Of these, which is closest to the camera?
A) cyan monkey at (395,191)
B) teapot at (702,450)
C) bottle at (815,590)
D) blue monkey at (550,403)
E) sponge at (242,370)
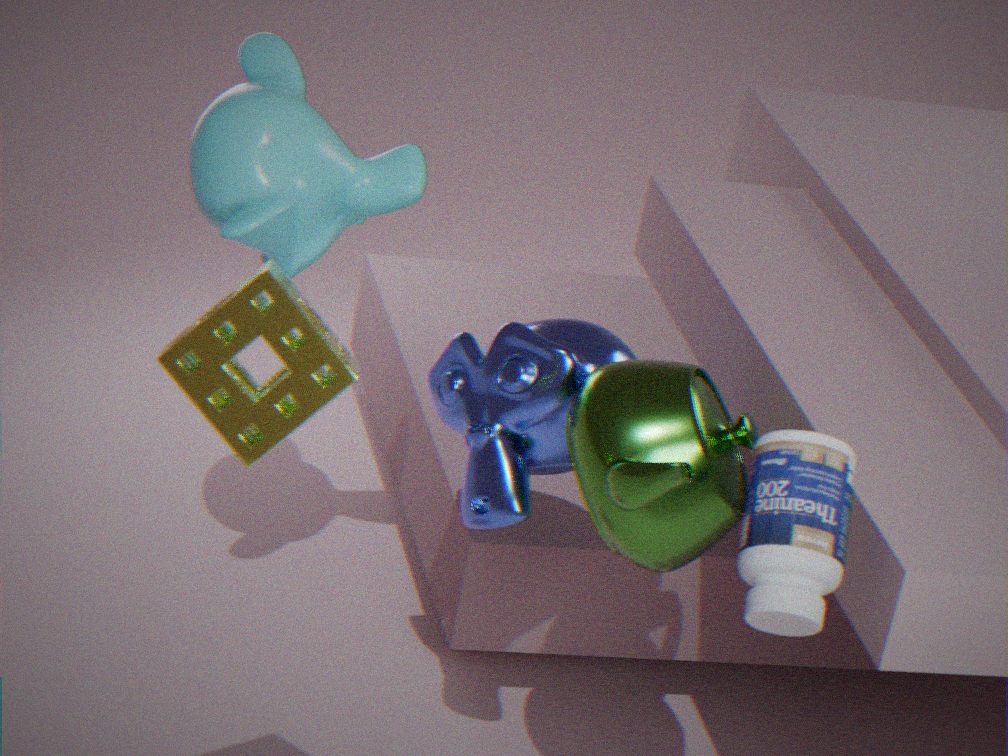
sponge at (242,370)
